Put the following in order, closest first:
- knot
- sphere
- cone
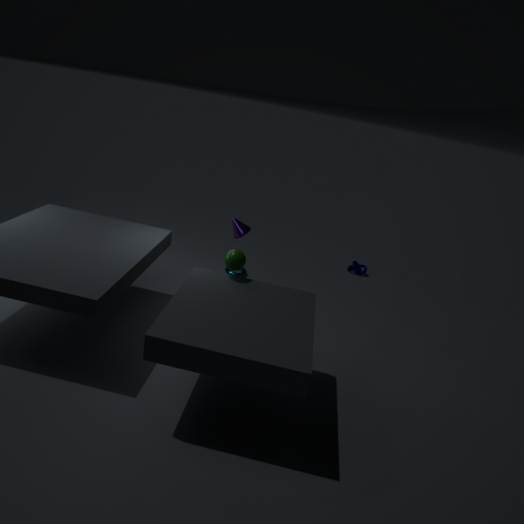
sphere → cone → knot
